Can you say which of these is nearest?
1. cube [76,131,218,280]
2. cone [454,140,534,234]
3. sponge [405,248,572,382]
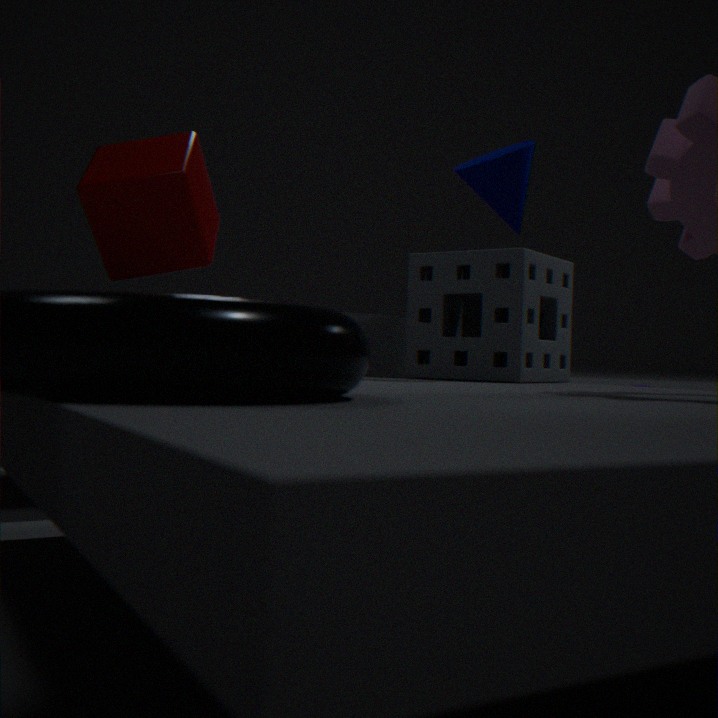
cone [454,140,534,234]
